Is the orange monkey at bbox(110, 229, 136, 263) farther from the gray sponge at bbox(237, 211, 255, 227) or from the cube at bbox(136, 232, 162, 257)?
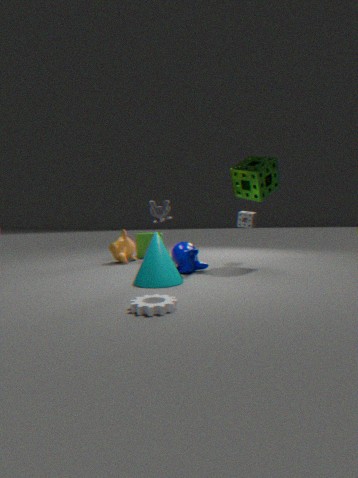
the gray sponge at bbox(237, 211, 255, 227)
